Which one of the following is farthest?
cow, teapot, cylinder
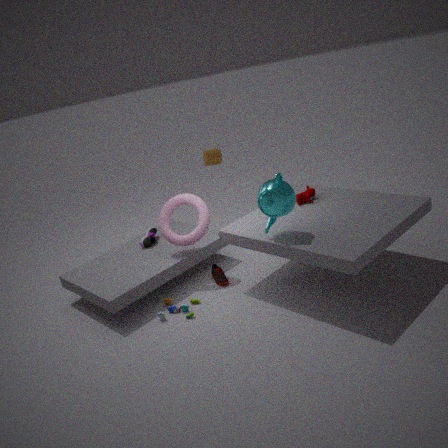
cylinder
